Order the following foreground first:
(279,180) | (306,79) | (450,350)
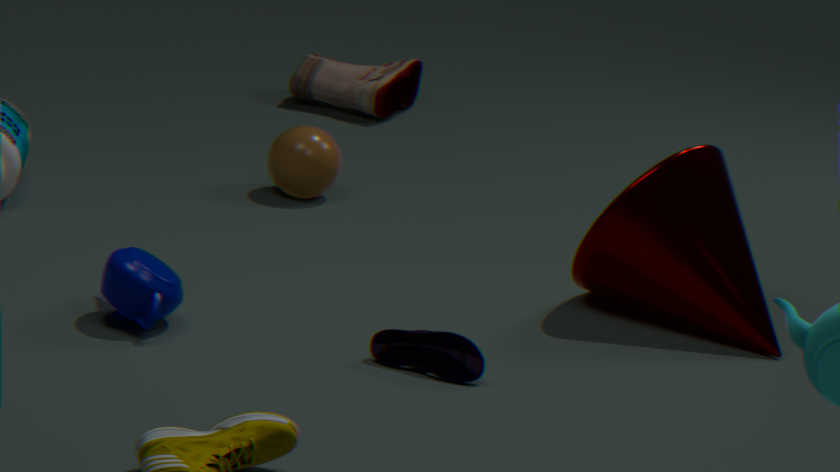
1. (450,350)
2. (279,180)
3. (306,79)
